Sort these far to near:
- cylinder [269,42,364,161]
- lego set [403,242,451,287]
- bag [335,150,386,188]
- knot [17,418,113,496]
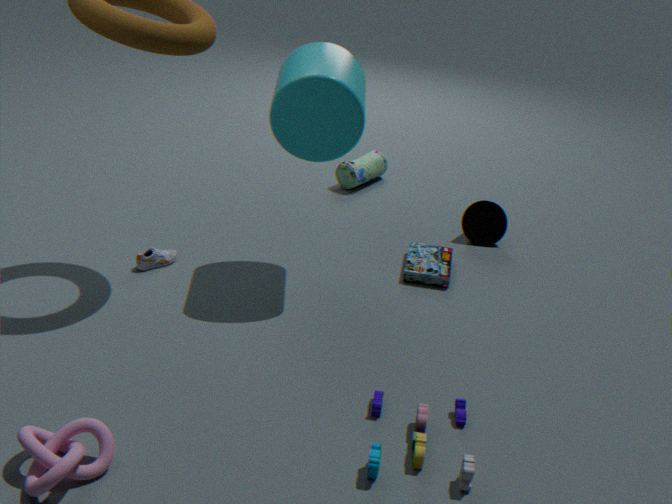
bag [335,150,386,188] < lego set [403,242,451,287] < cylinder [269,42,364,161] < knot [17,418,113,496]
